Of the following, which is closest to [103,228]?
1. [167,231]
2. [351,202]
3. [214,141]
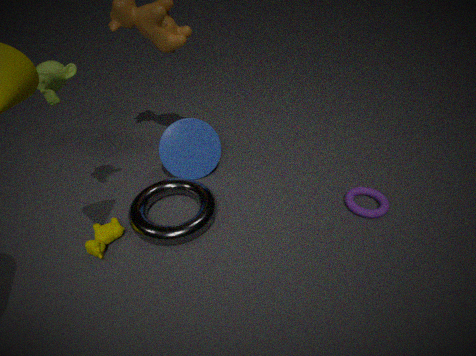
[167,231]
